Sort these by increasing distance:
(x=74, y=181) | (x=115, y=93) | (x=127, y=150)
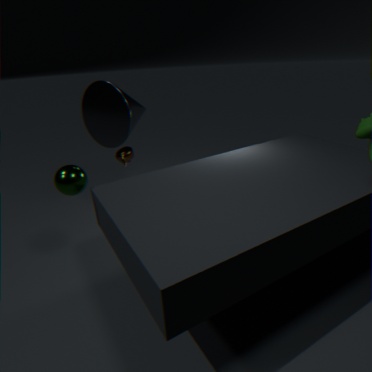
(x=74, y=181) → (x=115, y=93) → (x=127, y=150)
